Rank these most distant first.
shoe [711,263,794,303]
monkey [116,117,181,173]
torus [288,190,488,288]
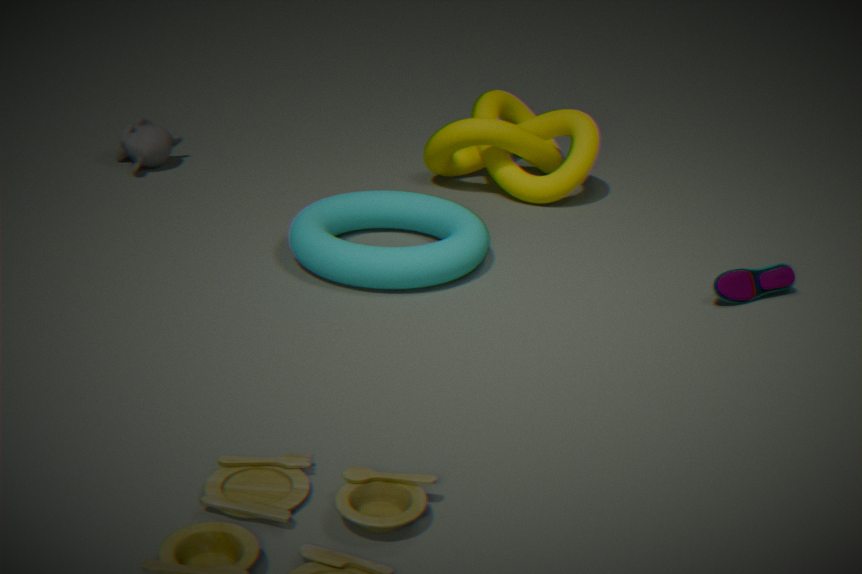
monkey [116,117,181,173] < shoe [711,263,794,303] < torus [288,190,488,288]
